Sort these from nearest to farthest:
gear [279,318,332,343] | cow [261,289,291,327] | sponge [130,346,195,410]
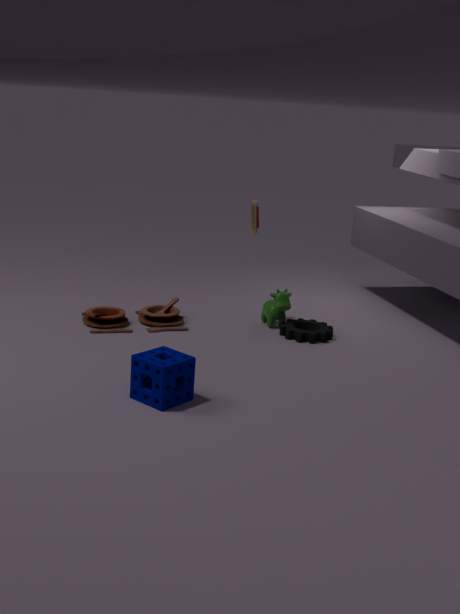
sponge [130,346,195,410]
gear [279,318,332,343]
cow [261,289,291,327]
